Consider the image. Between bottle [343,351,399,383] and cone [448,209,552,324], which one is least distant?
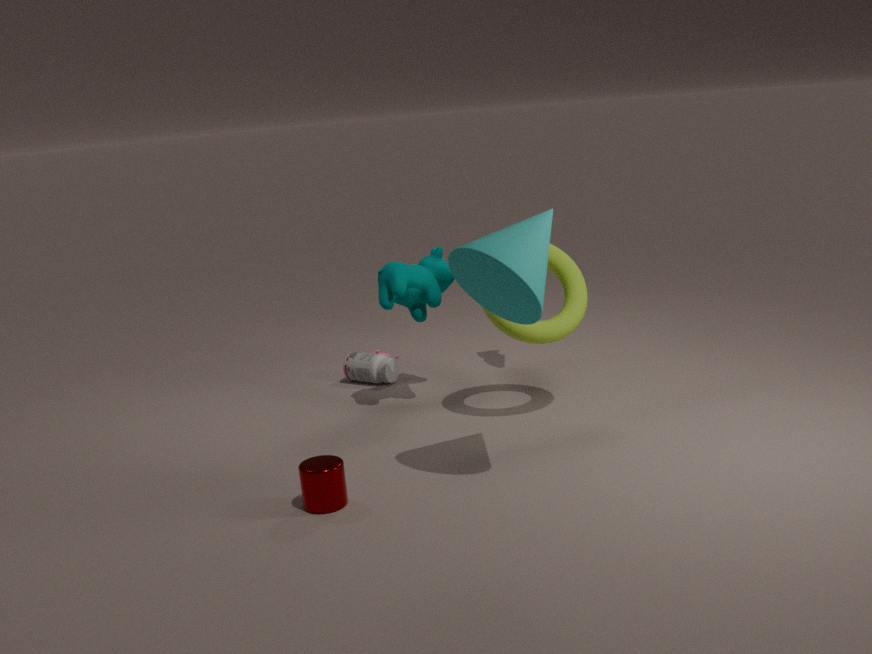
cone [448,209,552,324]
